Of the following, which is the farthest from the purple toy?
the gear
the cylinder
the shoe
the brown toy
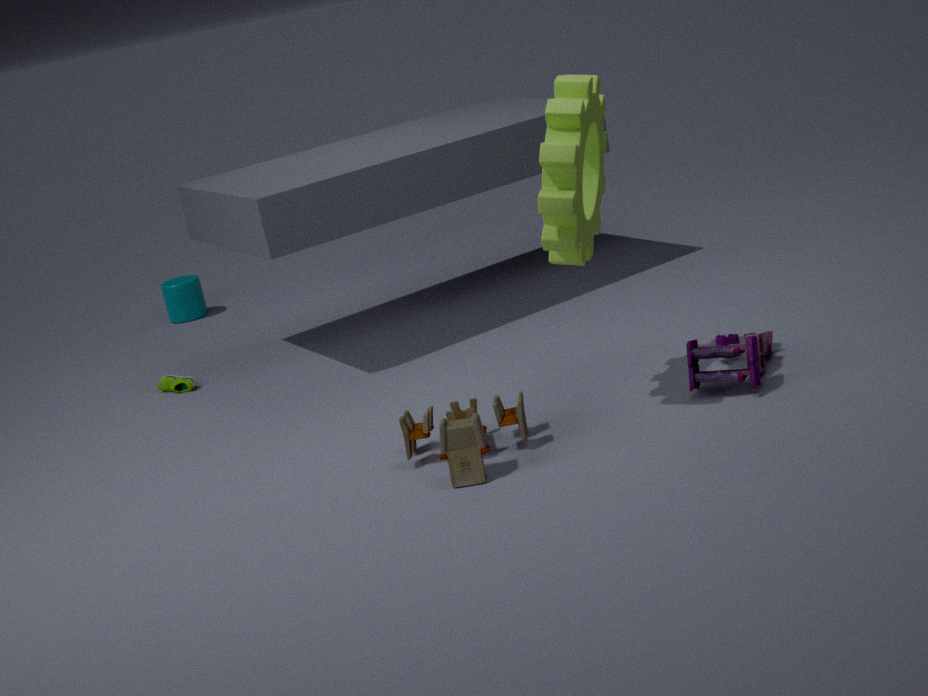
the cylinder
